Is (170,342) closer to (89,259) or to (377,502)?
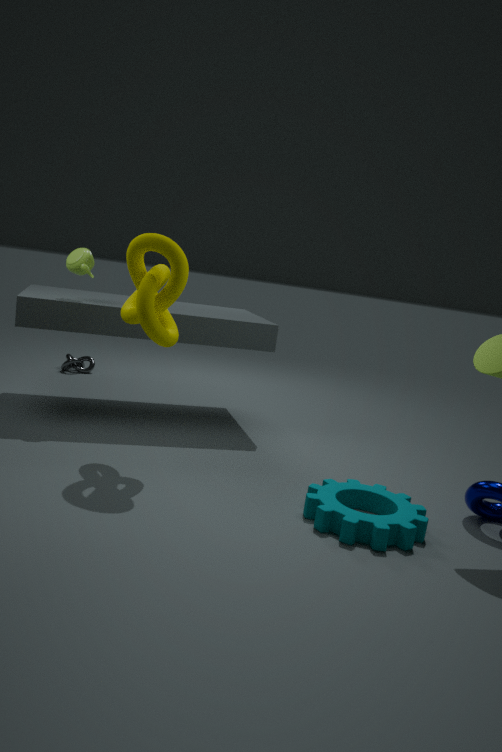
(89,259)
